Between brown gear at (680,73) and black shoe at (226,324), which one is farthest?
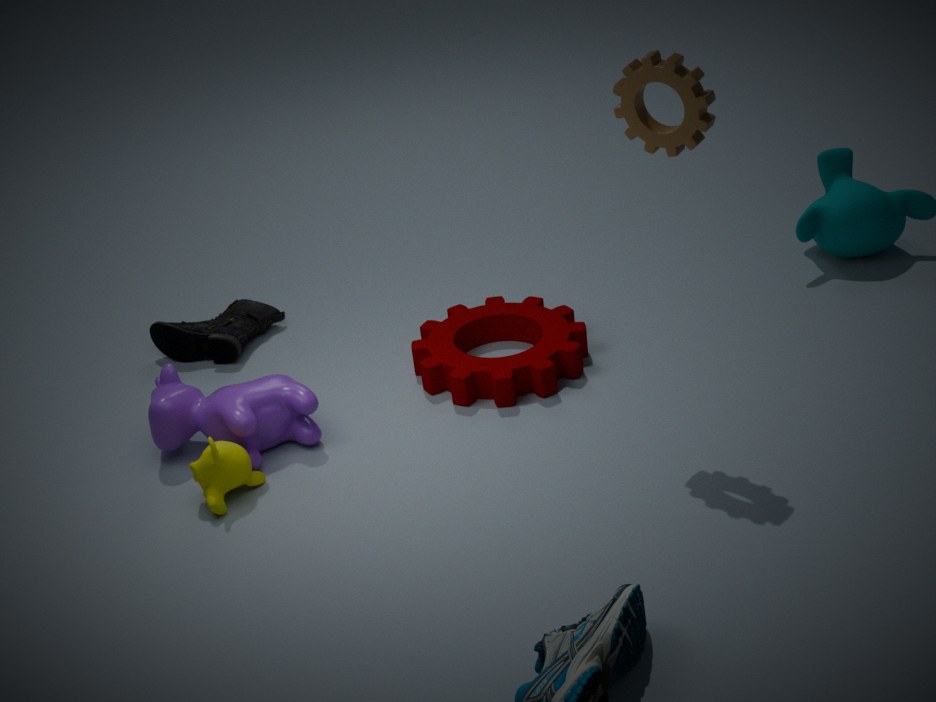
black shoe at (226,324)
